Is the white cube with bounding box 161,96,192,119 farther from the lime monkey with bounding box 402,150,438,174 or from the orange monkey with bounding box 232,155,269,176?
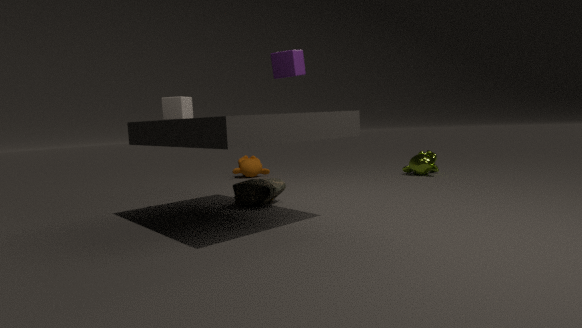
the lime monkey with bounding box 402,150,438,174
